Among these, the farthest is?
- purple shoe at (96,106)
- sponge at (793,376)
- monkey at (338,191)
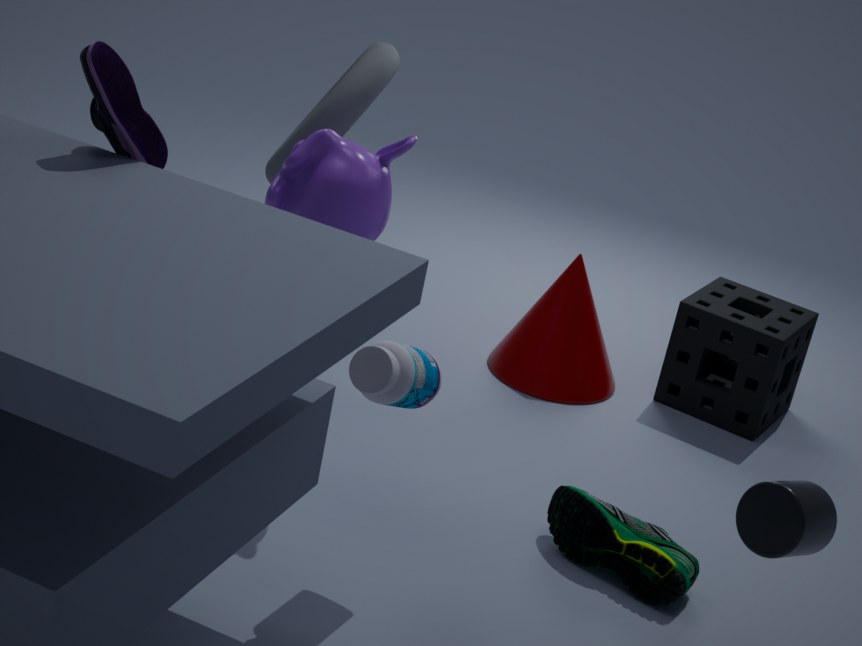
sponge at (793,376)
